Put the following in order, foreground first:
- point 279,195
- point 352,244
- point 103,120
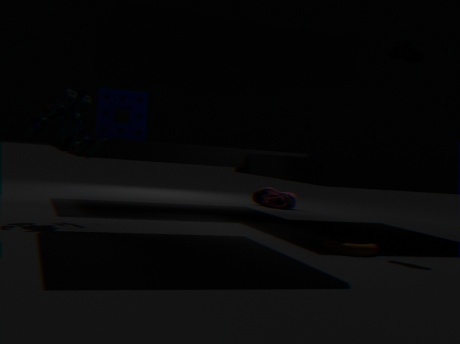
point 352,244, point 103,120, point 279,195
